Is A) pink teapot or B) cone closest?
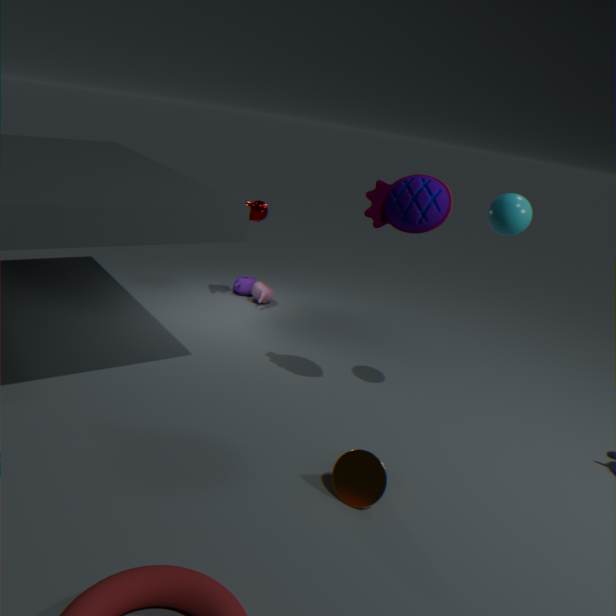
B. cone
